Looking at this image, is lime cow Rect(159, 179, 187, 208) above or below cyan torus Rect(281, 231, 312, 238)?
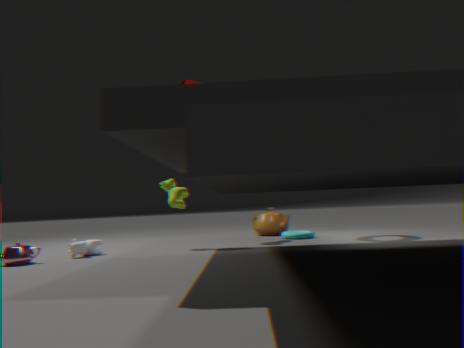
above
